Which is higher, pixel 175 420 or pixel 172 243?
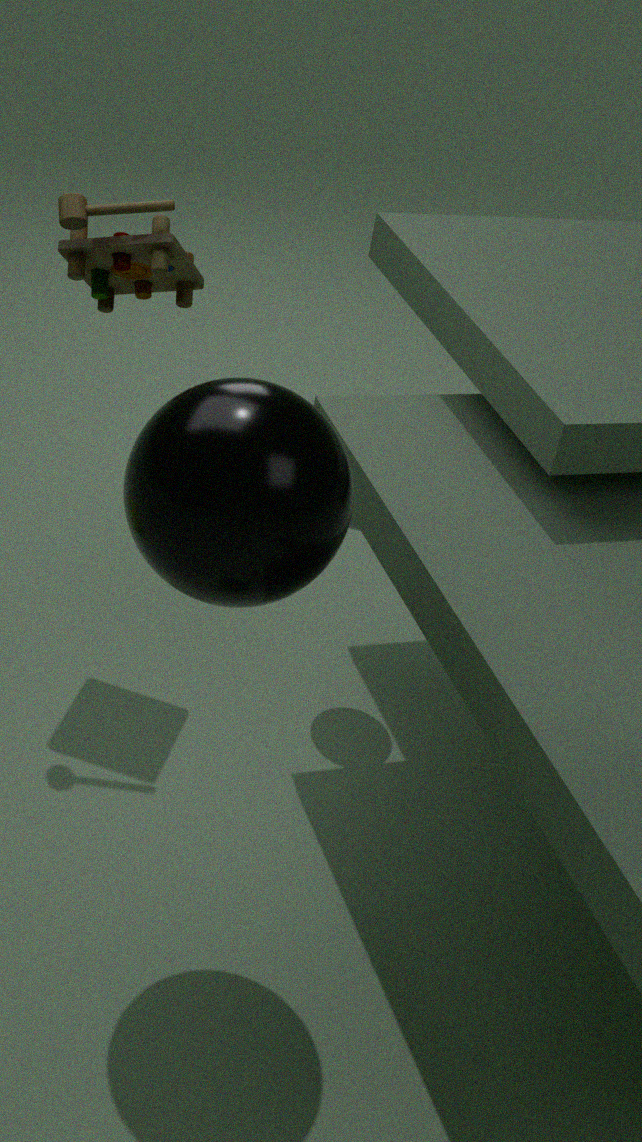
pixel 172 243
